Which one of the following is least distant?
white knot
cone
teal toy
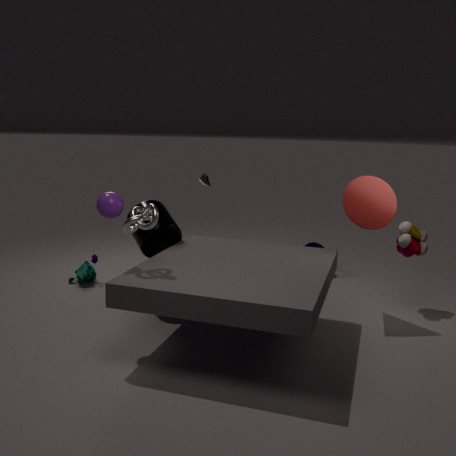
white knot
